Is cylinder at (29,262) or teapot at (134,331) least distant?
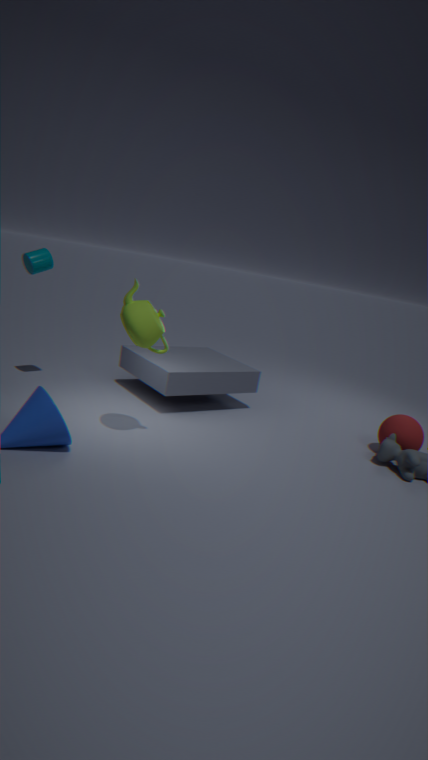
teapot at (134,331)
